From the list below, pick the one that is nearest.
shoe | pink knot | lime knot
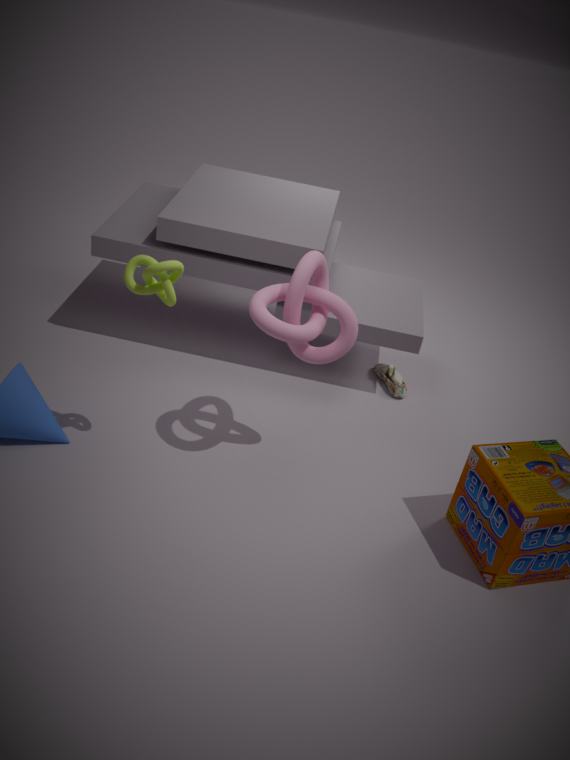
lime knot
